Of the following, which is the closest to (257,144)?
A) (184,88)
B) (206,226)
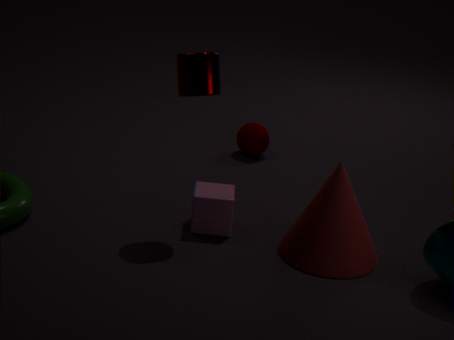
(206,226)
